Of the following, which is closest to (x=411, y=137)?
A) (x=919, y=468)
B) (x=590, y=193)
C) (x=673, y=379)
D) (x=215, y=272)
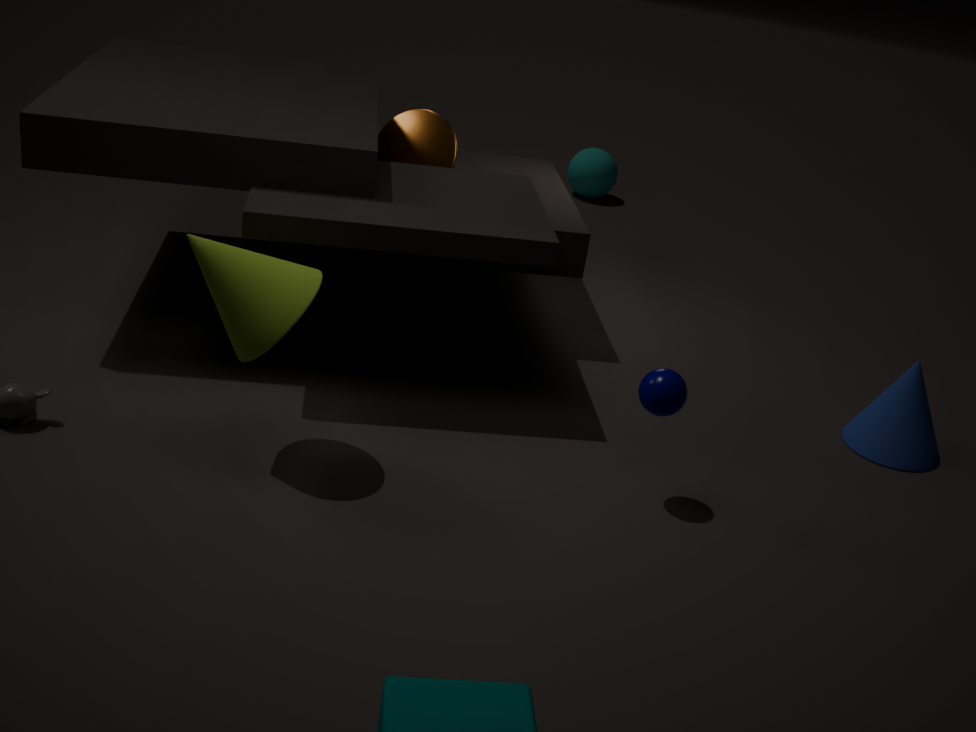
(x=215, y=272)
